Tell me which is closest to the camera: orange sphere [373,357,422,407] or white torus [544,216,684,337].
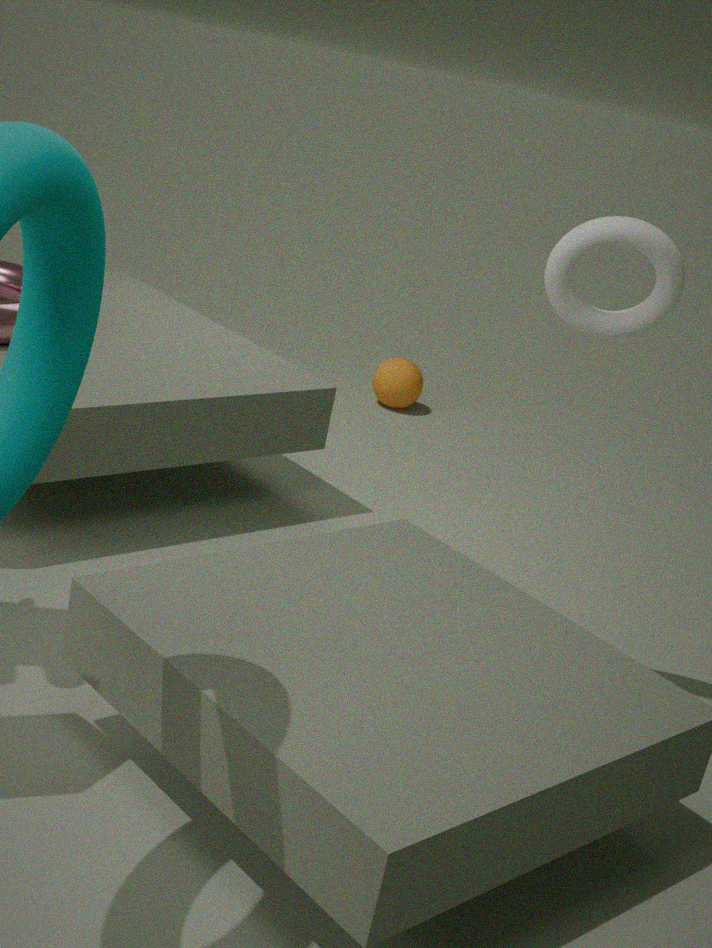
white torus [544,216,684,337]
